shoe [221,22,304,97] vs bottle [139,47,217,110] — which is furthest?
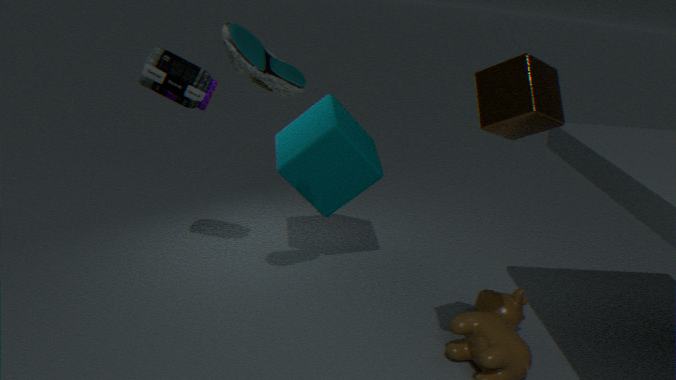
bottle [139,47,217,110]
